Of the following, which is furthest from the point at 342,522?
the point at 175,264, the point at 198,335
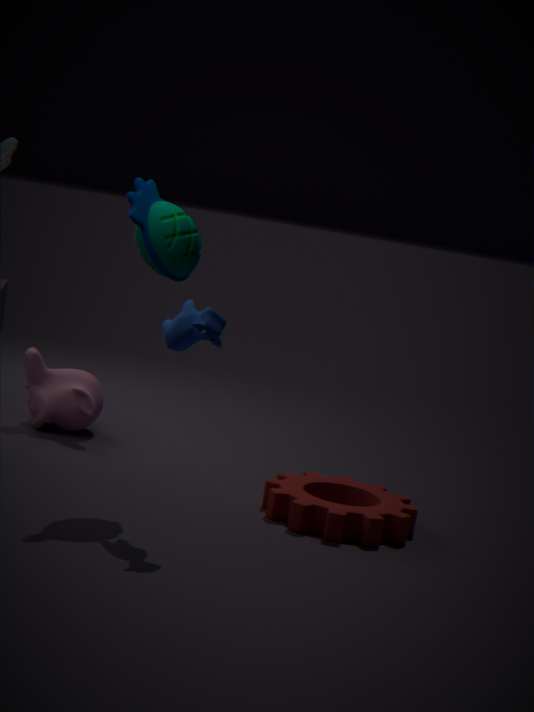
the point at 175,264
